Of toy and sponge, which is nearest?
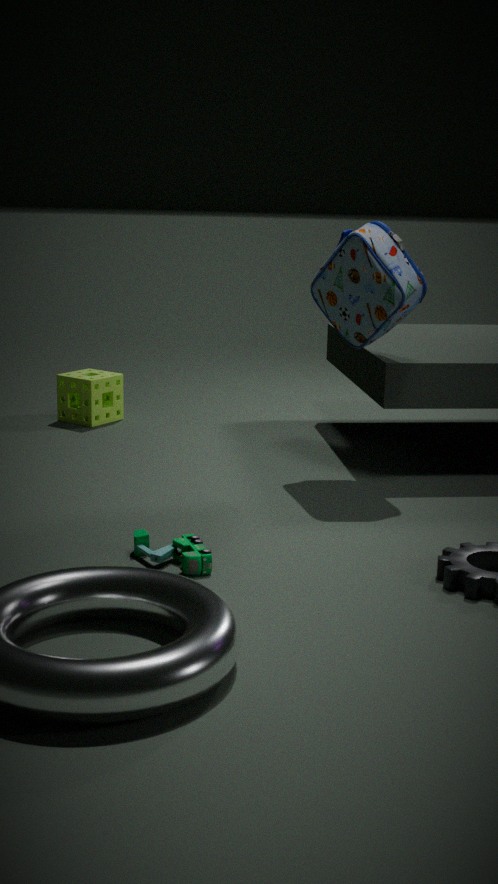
toy
